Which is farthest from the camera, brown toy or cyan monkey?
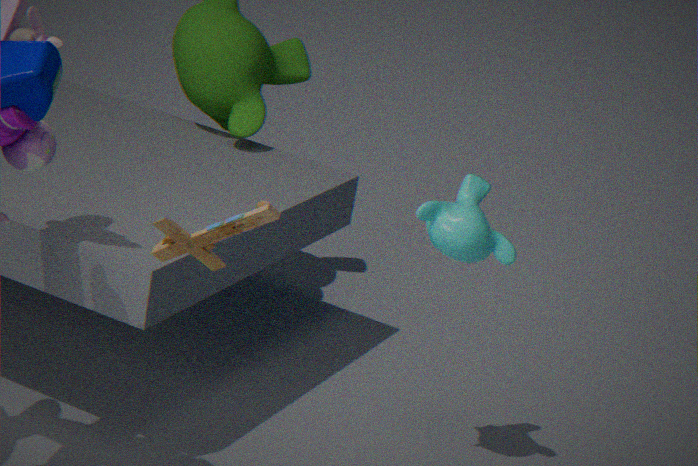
cyan monkey
